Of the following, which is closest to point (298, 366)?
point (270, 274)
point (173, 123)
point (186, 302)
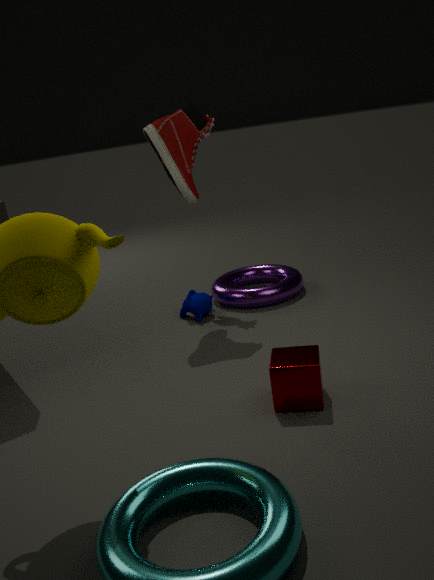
point (186, 302)
